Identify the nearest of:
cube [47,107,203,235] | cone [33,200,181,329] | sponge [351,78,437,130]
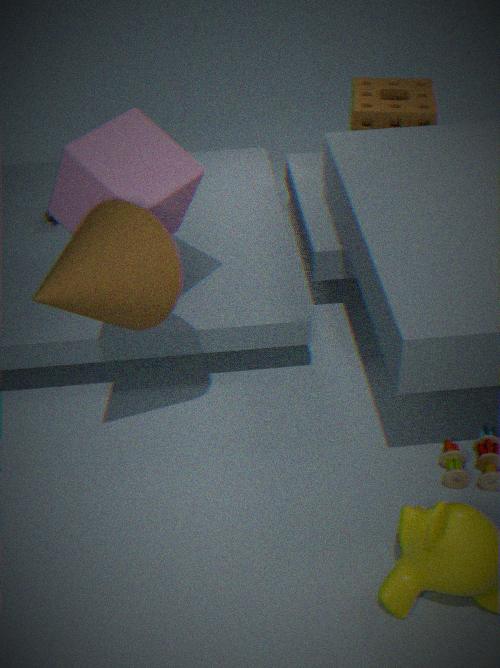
cone [33,200,181,329]
